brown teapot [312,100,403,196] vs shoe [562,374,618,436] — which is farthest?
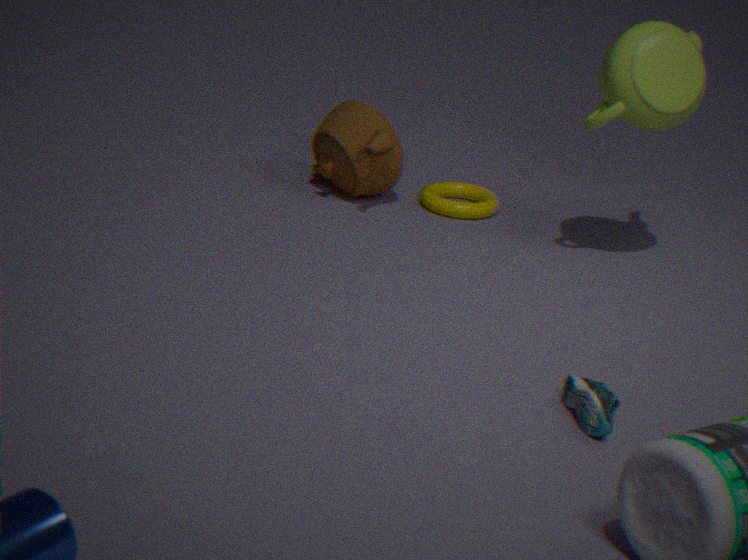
brown teapot [312,100,403,196]
